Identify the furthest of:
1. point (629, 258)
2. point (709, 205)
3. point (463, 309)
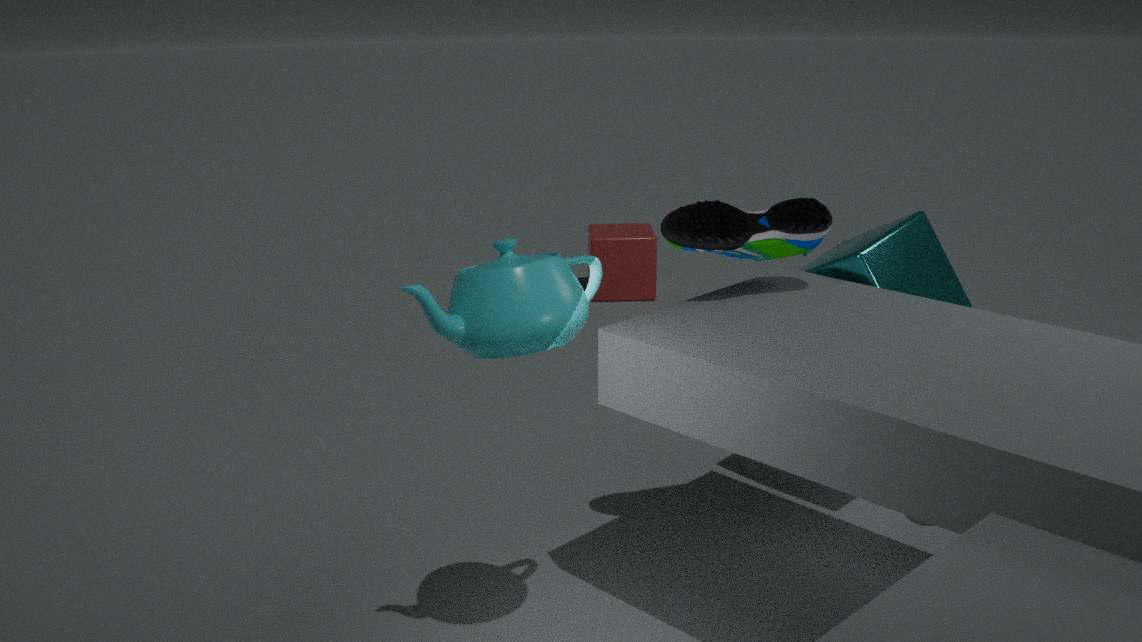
point (629, 258)
